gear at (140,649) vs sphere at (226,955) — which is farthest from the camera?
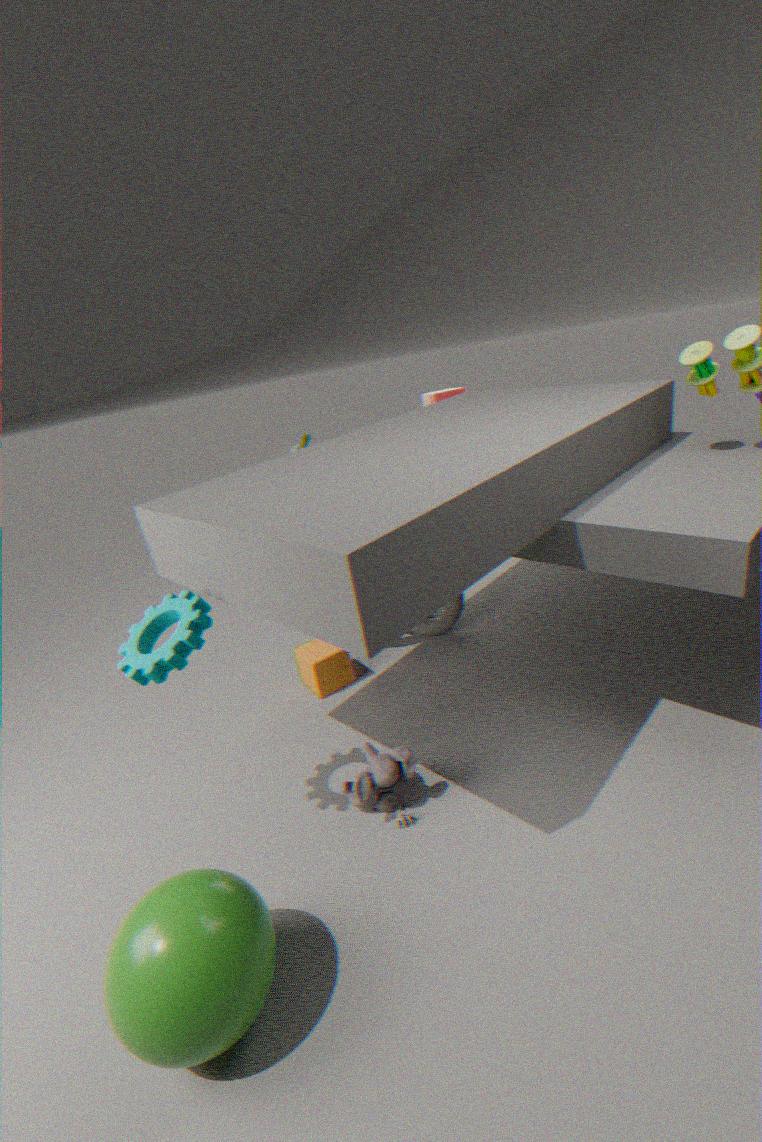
gear at (140,649)
